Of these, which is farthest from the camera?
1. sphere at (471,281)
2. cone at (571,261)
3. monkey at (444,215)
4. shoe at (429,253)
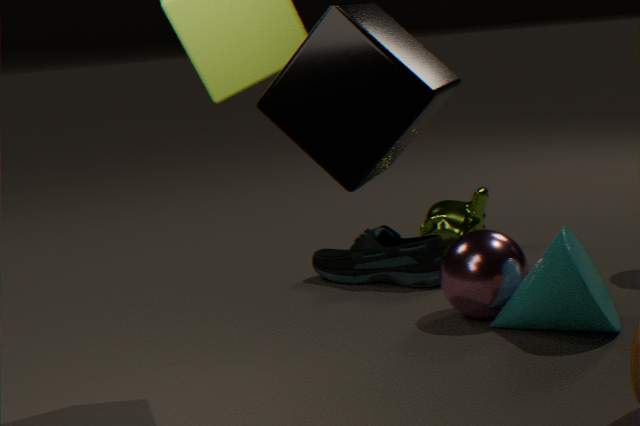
monkey at (444,215)
